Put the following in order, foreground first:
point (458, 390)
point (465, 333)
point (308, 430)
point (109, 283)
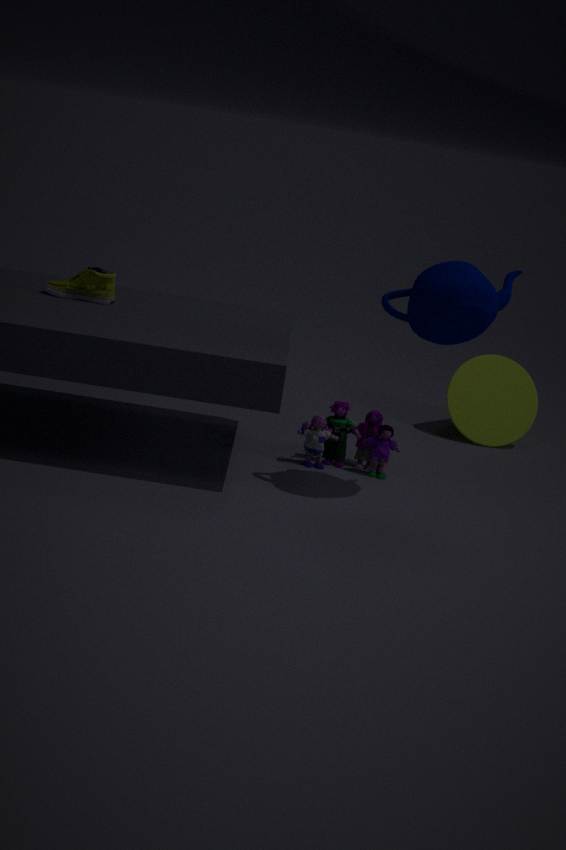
point (465, 333), point (109, 283), point (308, 430), point (458, 390)
